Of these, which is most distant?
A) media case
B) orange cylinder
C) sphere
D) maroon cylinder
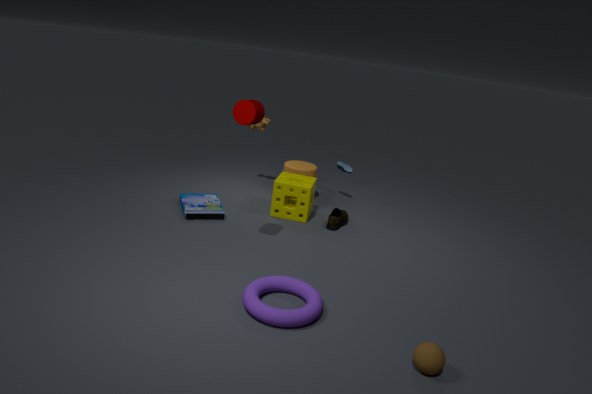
B. orange cylinder
